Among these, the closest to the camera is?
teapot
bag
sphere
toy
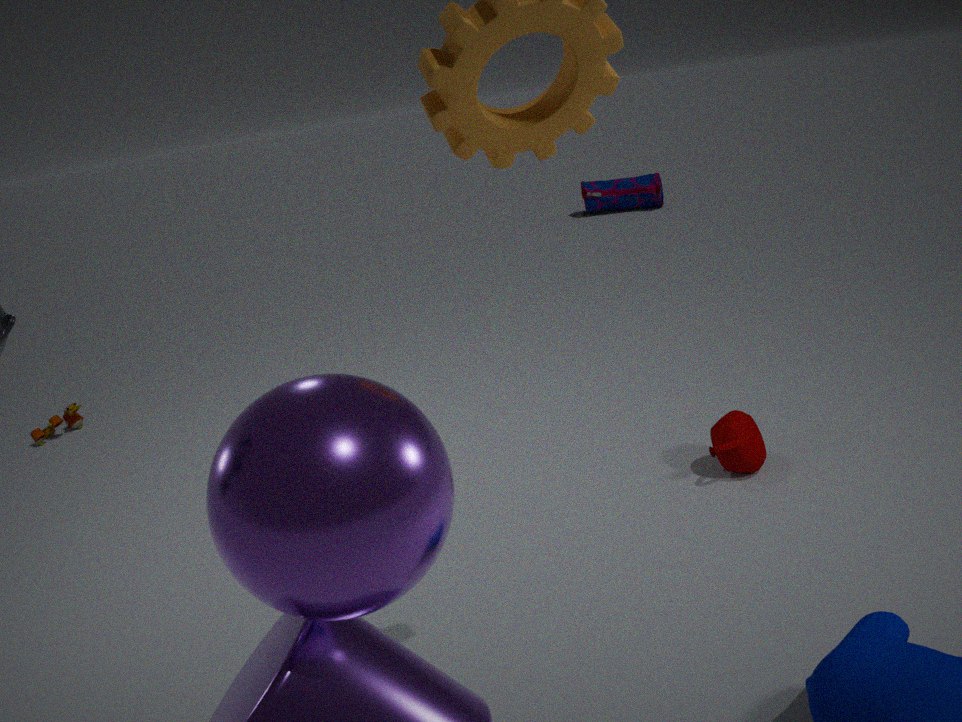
sphere
